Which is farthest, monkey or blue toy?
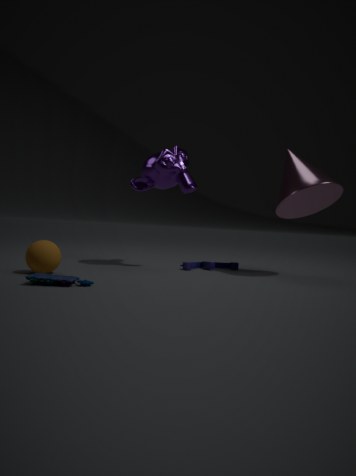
monkey
